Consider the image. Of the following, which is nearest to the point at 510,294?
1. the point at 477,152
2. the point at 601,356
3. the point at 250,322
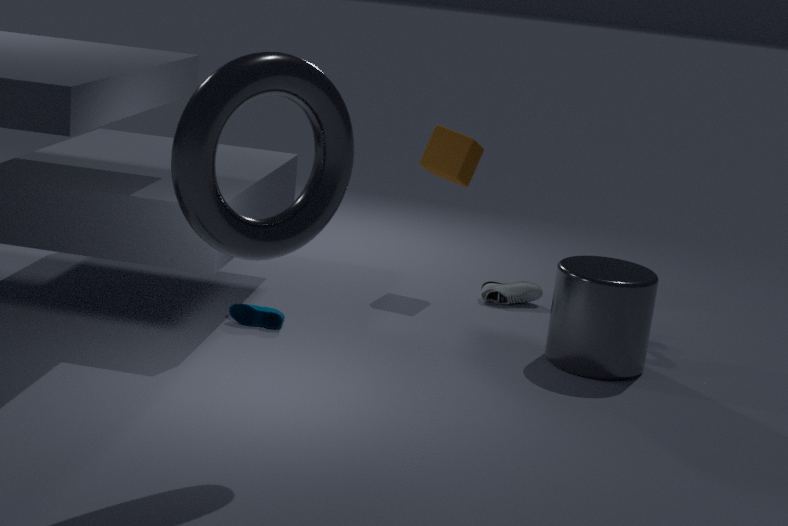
the point at 477,152
